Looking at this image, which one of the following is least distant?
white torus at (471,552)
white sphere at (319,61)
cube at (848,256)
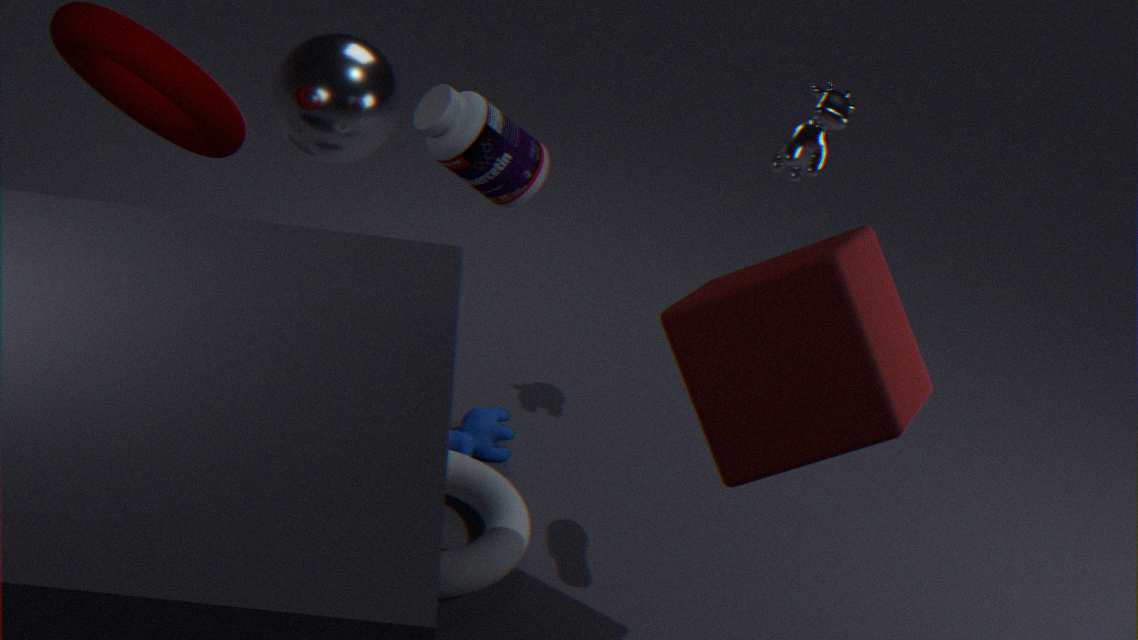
cube at (848,256)
